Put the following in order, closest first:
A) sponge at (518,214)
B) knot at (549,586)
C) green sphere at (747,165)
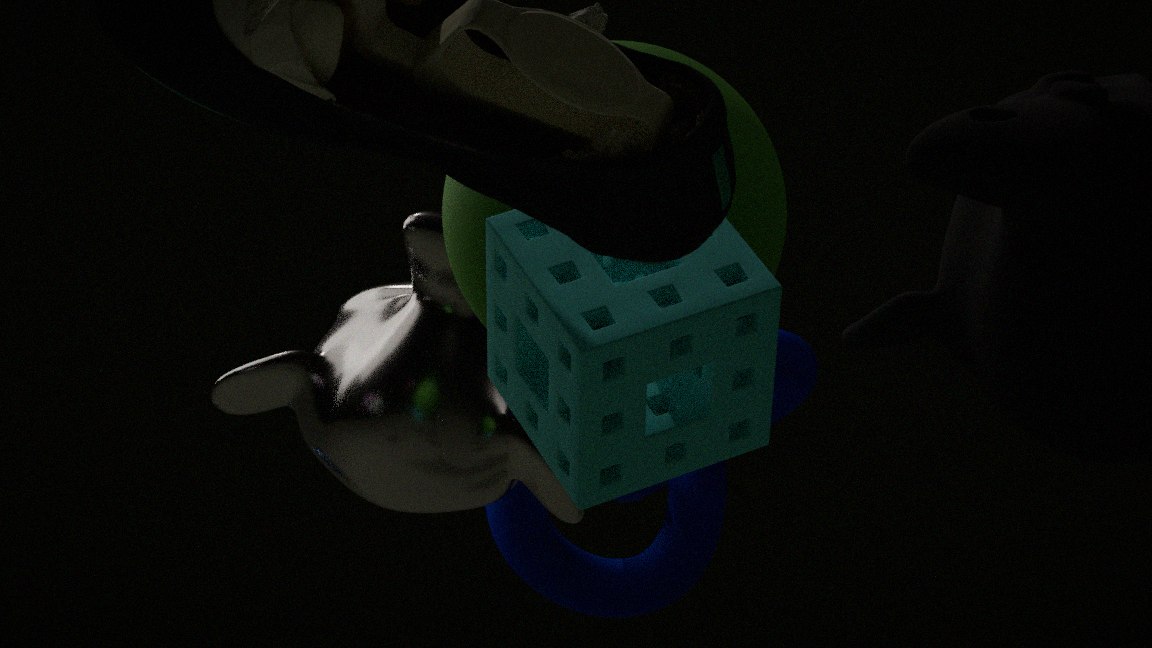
sponge at (518,214) < green sphere at (747,165) < knot at (549,586)
